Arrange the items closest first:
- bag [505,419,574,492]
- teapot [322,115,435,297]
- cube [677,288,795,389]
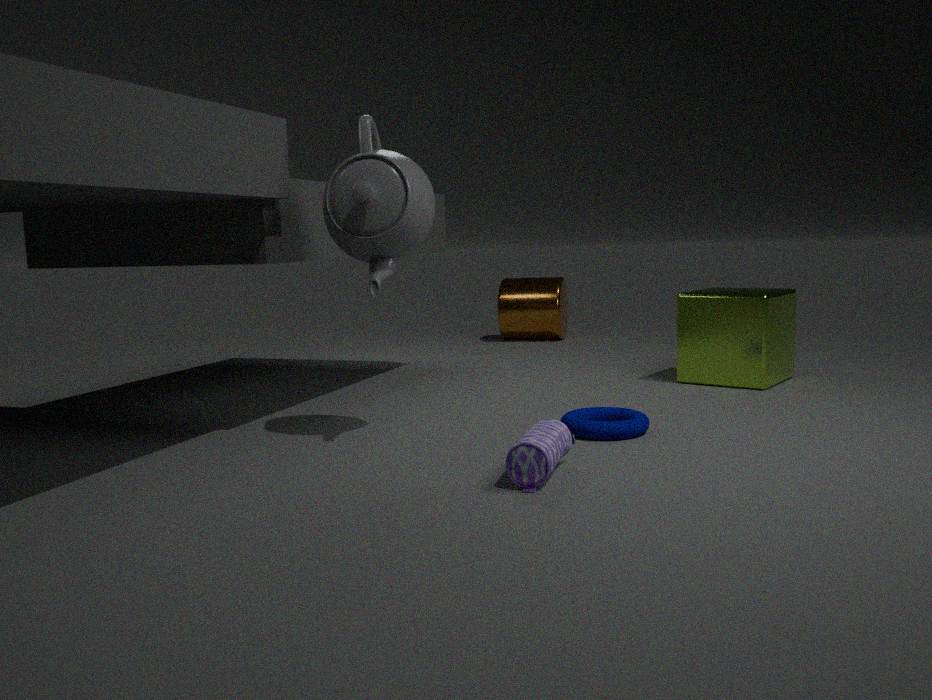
bag [505,419,574,492] < teapot [322,115,435,297] < cube [677,288,795,389]
